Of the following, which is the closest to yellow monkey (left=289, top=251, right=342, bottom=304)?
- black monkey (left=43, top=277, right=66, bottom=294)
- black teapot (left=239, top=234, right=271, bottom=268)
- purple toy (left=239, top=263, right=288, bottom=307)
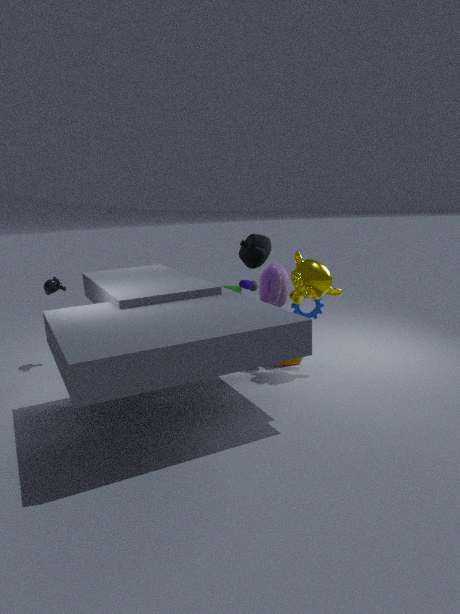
purple toy (left=239, top=263, right=288, bottom=307)
